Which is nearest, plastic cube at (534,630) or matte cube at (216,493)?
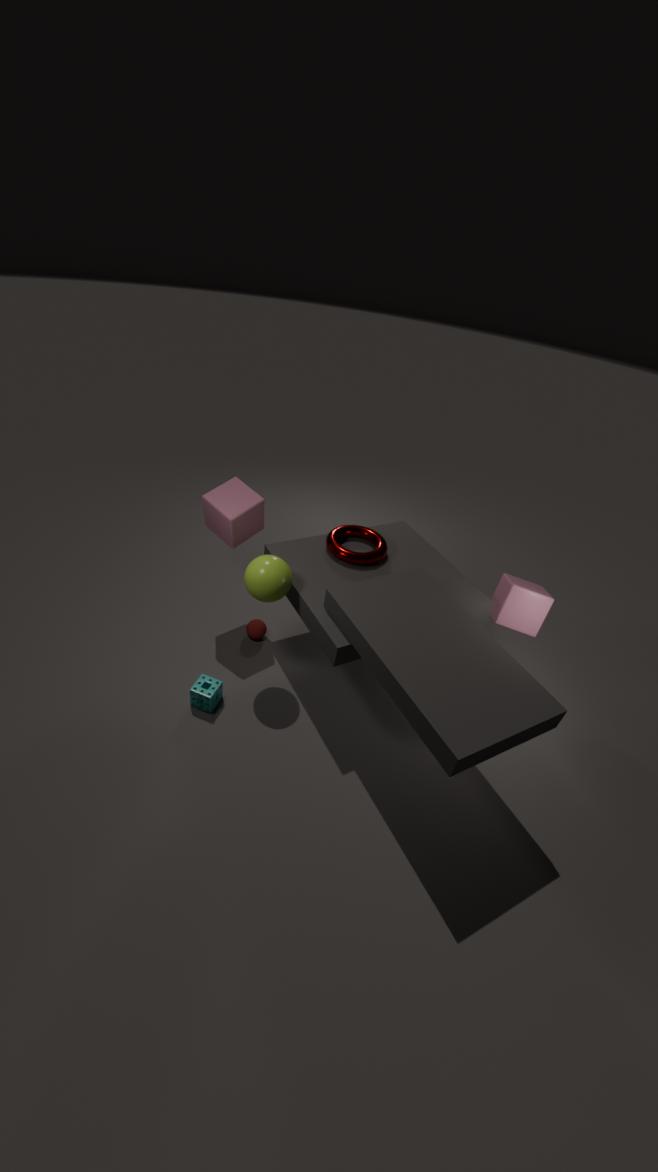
matte cube at (216,493)
